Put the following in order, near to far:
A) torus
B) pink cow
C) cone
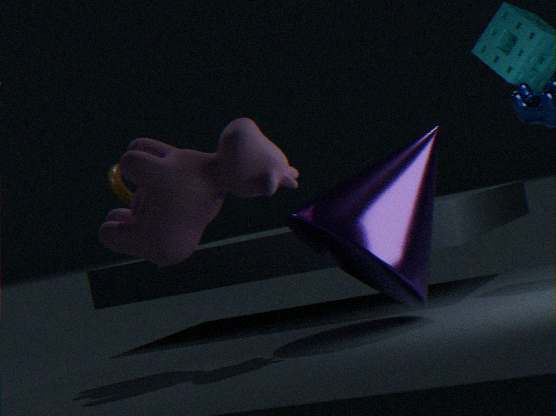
cone < pink cow < torus
